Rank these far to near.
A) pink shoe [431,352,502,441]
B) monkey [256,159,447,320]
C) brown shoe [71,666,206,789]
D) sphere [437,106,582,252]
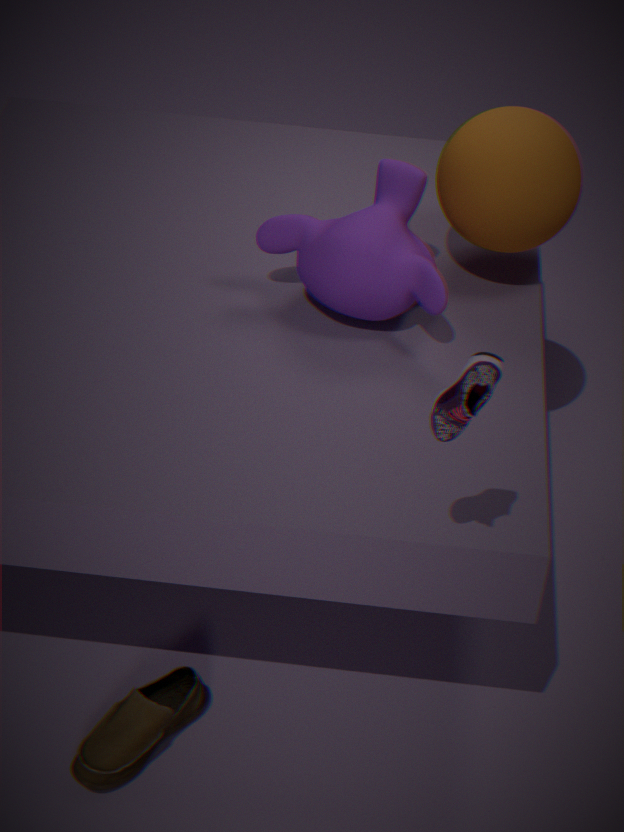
sphere [437,106,582,252], monkey [256,159,447,320], brown shoe [71,666,206,789], pink shoe [431,352,502,441]
